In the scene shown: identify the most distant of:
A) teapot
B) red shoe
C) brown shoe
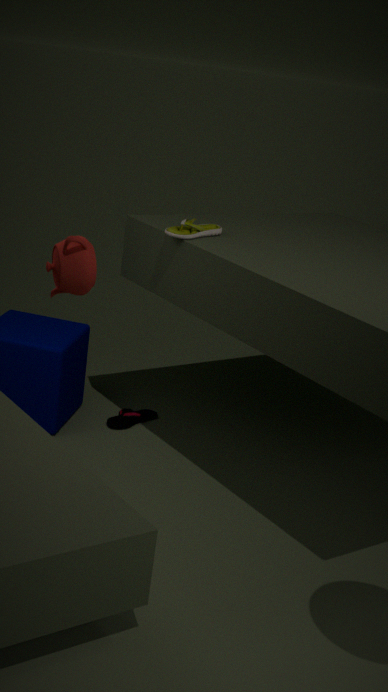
red shoe
